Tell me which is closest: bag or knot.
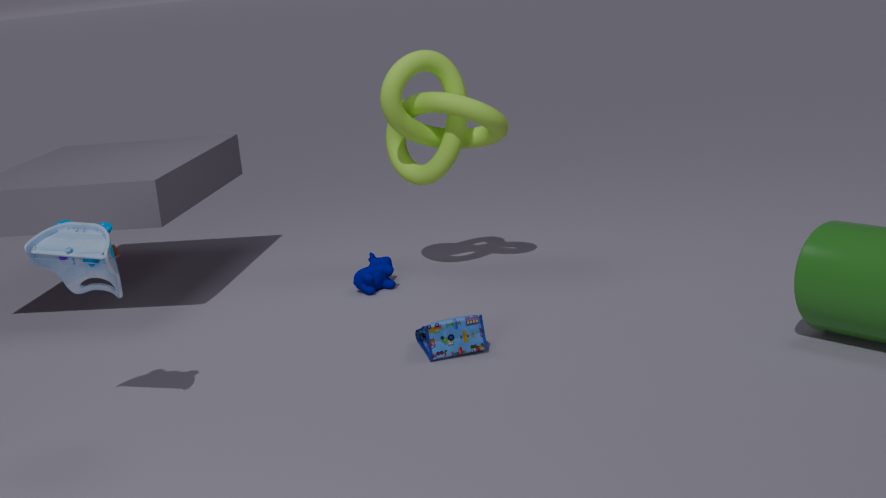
bag
